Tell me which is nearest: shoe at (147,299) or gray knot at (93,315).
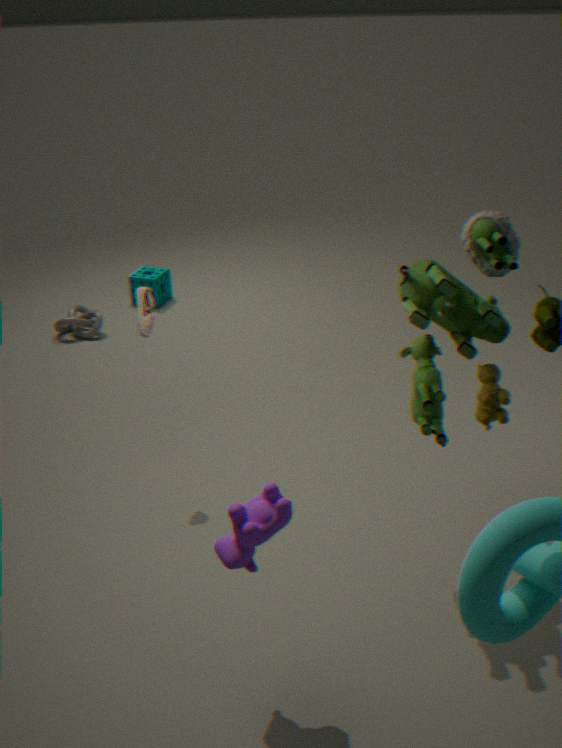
shoe at (147,299)
